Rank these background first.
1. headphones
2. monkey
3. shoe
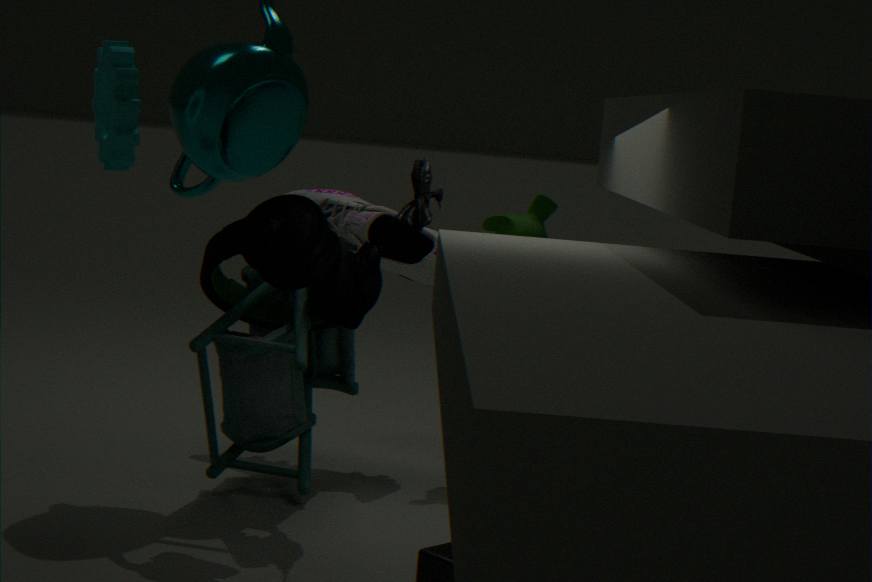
monkey
shoe
headphones
